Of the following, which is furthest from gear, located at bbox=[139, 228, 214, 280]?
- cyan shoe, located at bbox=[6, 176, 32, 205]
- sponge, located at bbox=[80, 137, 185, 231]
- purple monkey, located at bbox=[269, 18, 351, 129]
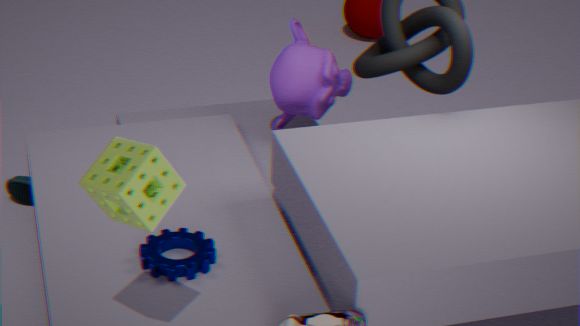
cyan shoe, located at bbox=[6, 176, 32, 205]
